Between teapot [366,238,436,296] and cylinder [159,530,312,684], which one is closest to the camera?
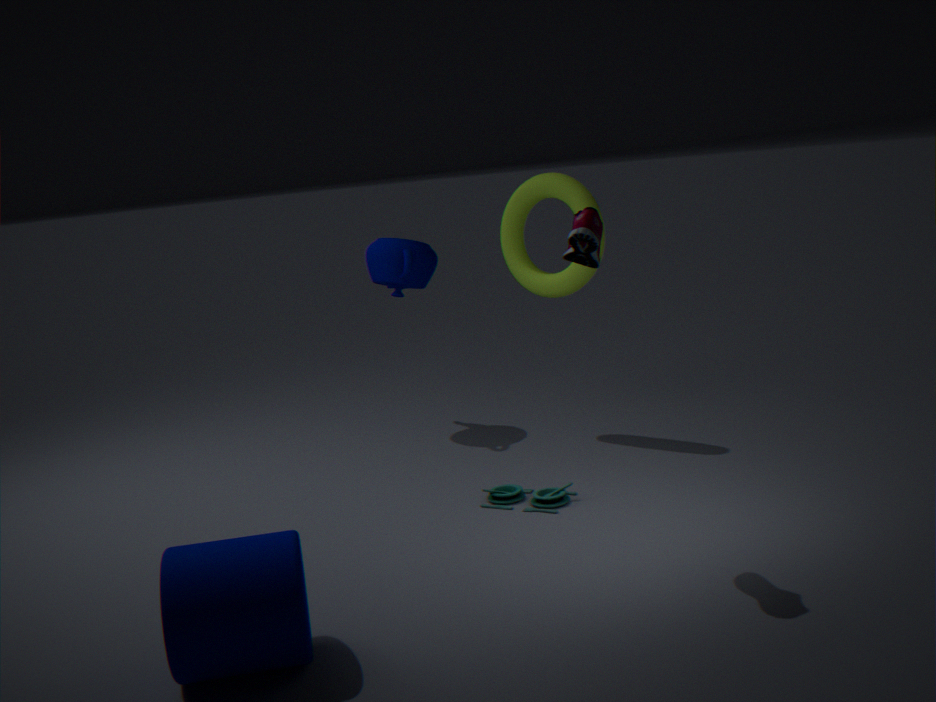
cylinder [159,530,312,684]
